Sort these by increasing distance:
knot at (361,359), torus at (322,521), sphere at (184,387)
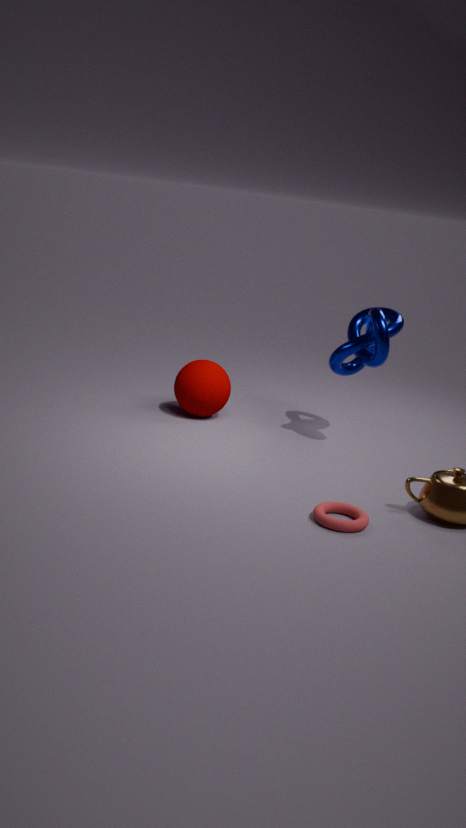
1. torus at (322,521)
2. knot at (361,359)
3. sphere at (184,387)
